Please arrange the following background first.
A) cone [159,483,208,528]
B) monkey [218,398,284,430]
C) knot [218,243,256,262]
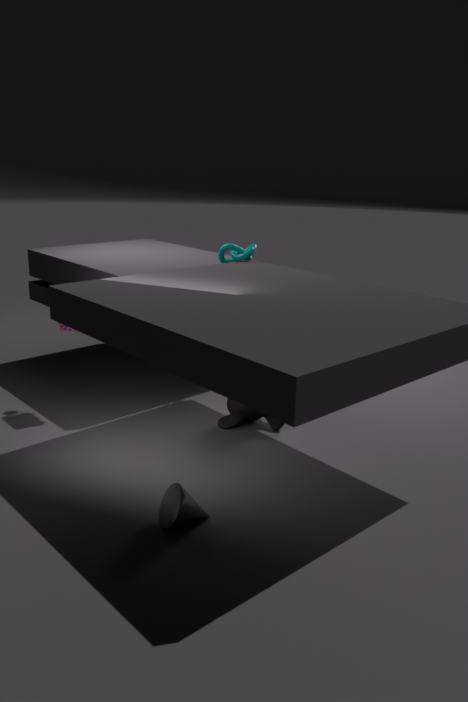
knot [218,243,256,262] → monkey [218,398,284,430] → cone [159,483,208,528]
